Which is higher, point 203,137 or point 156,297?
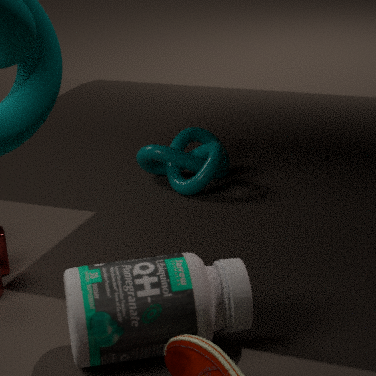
point 156,297
